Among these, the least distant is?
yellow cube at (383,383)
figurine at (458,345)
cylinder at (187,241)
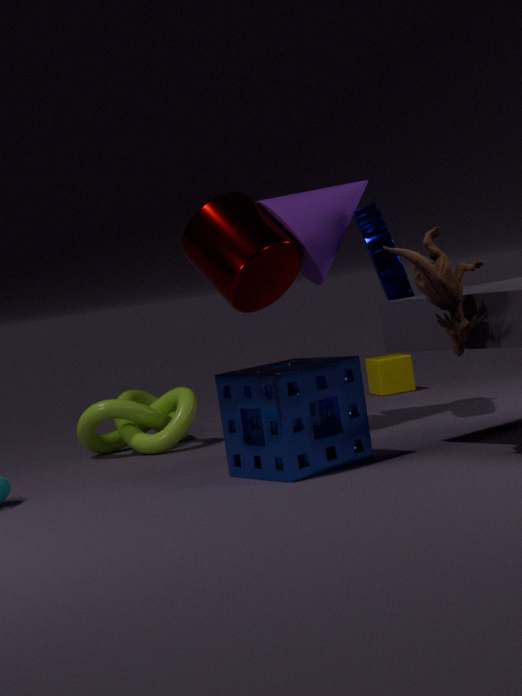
figurine at (458,345)
